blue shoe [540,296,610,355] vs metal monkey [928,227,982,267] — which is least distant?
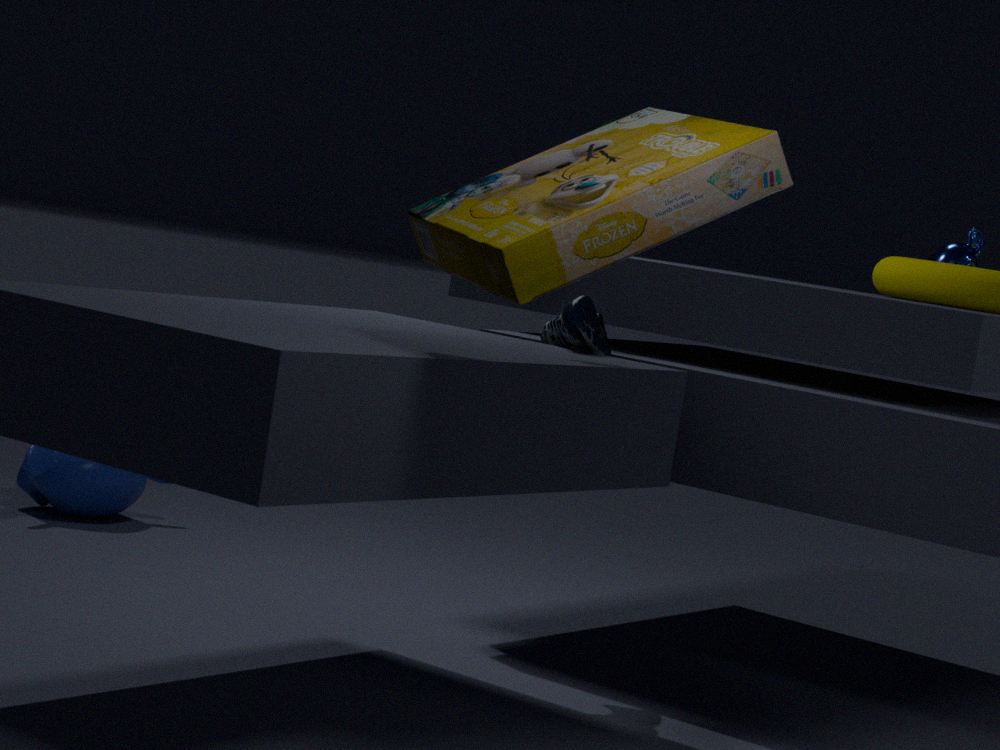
blue shoe [540,296,610,355]
